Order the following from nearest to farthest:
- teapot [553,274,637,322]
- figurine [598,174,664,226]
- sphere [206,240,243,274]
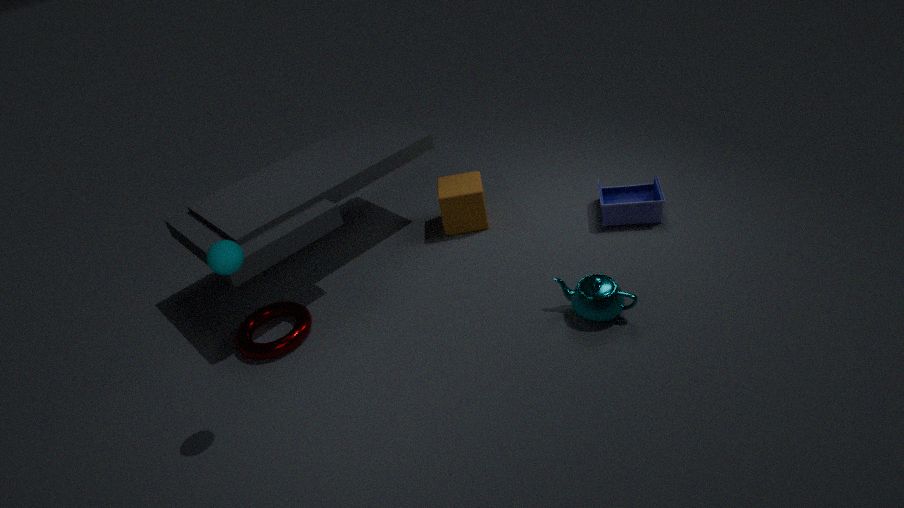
sphere [206,240,243,274] → teapot [553,274,637,322] → figurine [598,174,664,226]
